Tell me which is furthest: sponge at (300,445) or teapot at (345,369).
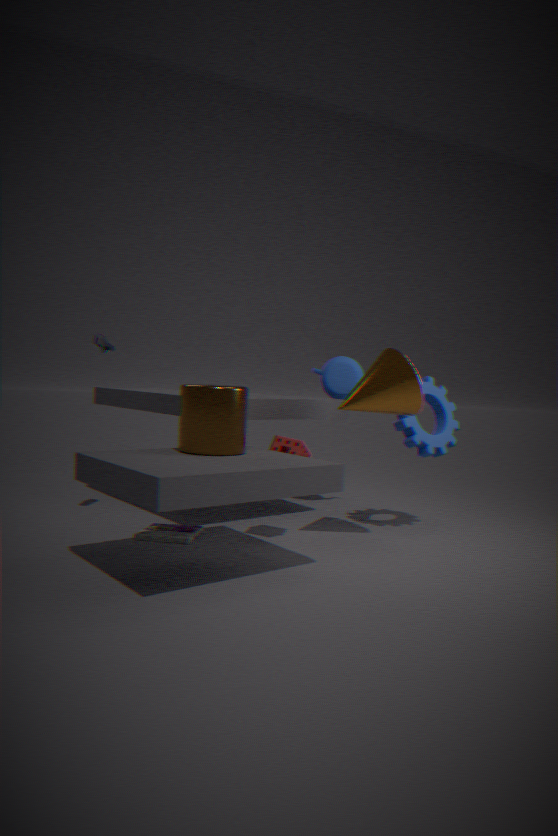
teapot at (345,369)
